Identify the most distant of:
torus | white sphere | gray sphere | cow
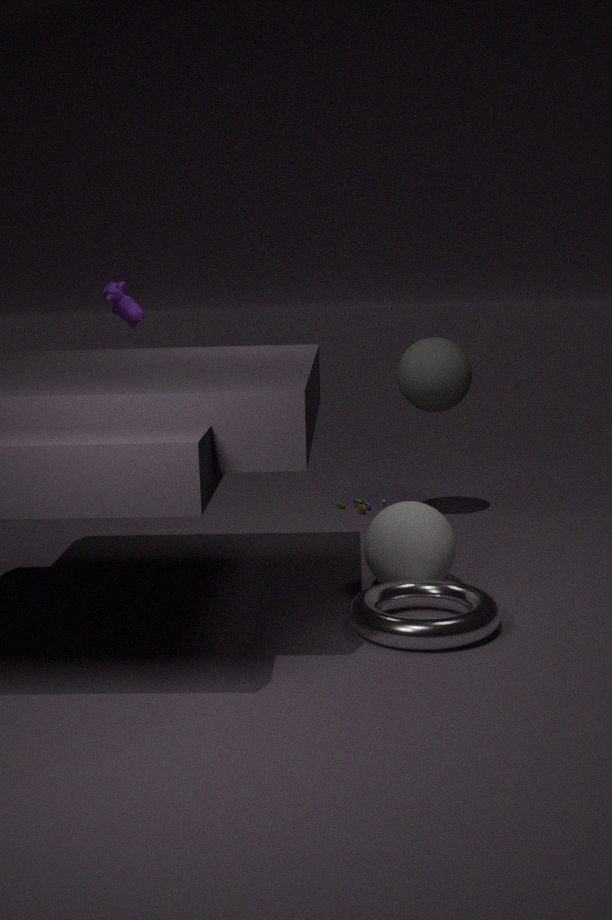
cow
